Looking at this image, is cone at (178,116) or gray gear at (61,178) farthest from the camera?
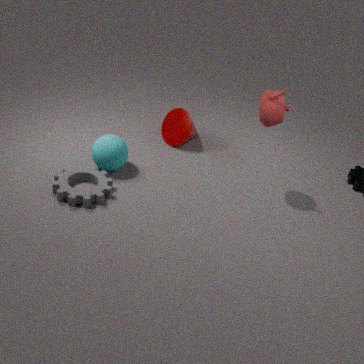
cone at (178,116)
